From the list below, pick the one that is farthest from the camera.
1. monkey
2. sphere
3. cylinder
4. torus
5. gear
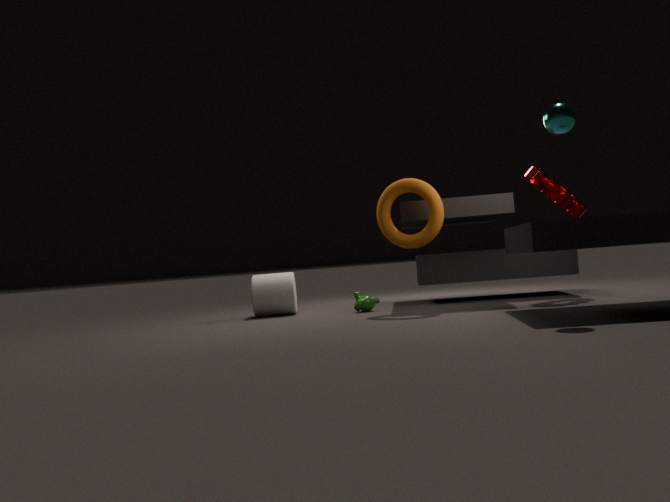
cylinder
